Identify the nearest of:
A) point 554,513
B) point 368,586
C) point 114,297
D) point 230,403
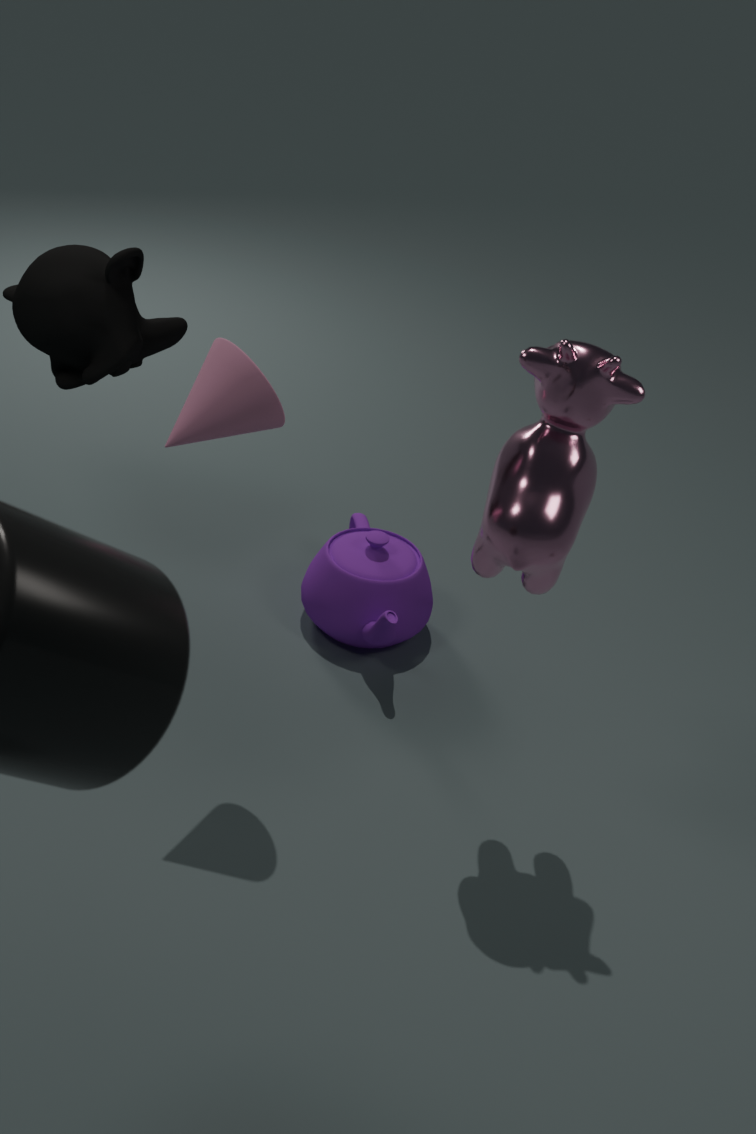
point 554,513
